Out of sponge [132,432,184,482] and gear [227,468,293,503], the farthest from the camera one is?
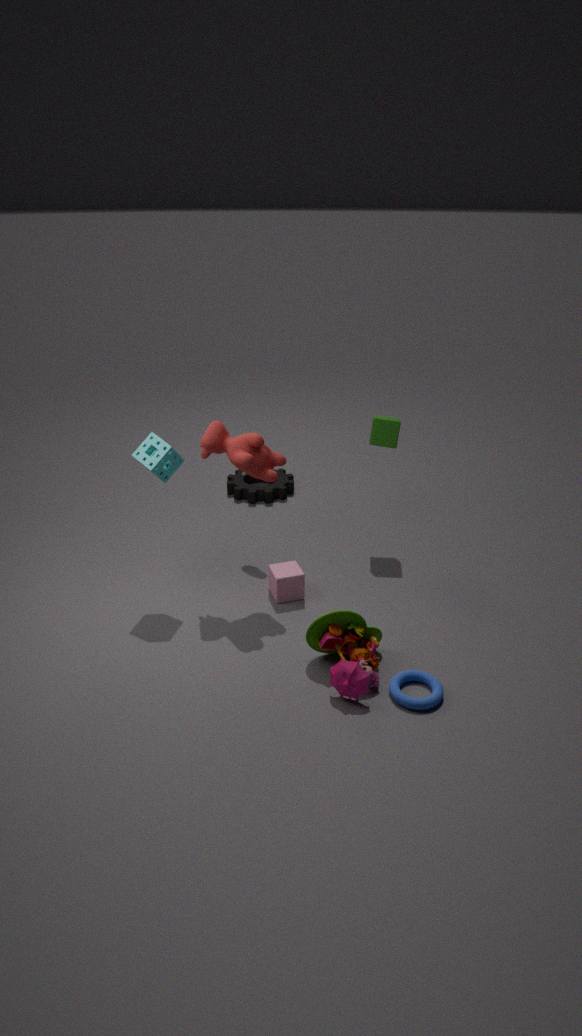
gear [227,468,293,503]
